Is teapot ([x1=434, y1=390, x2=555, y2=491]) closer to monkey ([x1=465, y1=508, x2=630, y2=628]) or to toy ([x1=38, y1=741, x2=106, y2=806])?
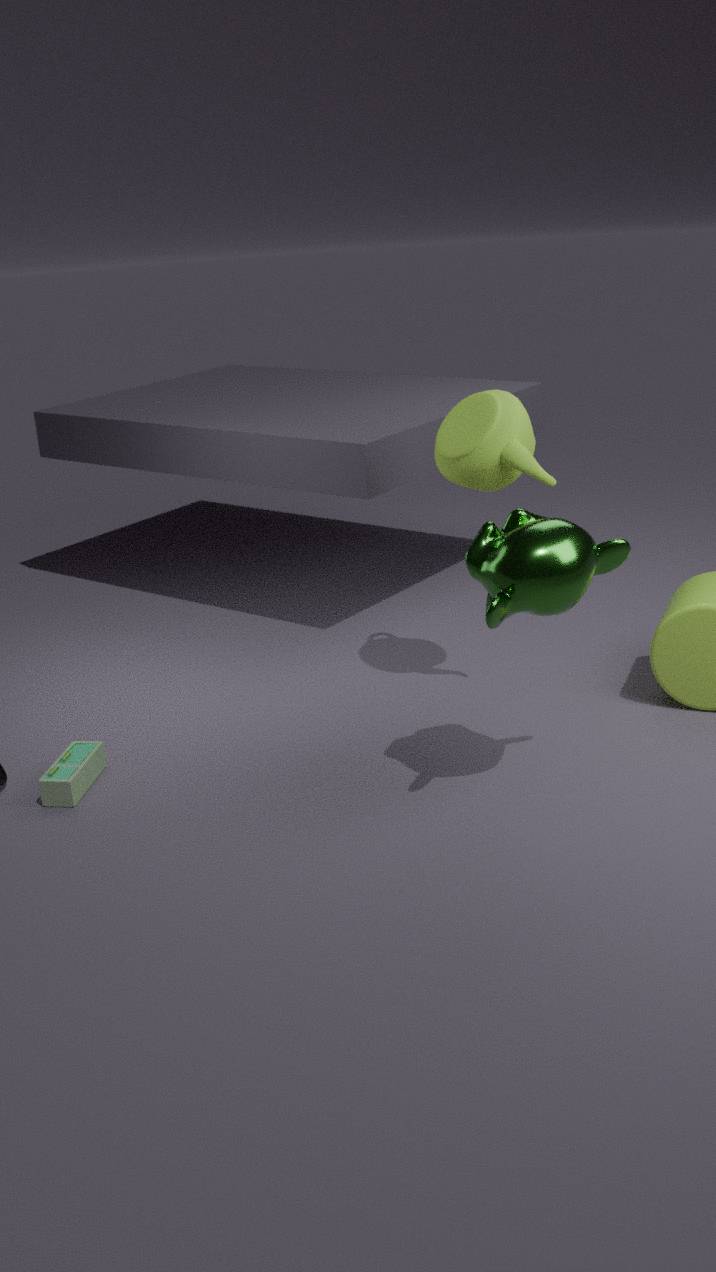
monkey ([x1=465, y1=508, x2=630, y2=628])
